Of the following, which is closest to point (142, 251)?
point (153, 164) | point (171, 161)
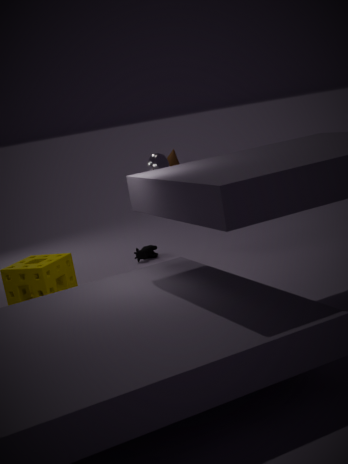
point (171, 161)
